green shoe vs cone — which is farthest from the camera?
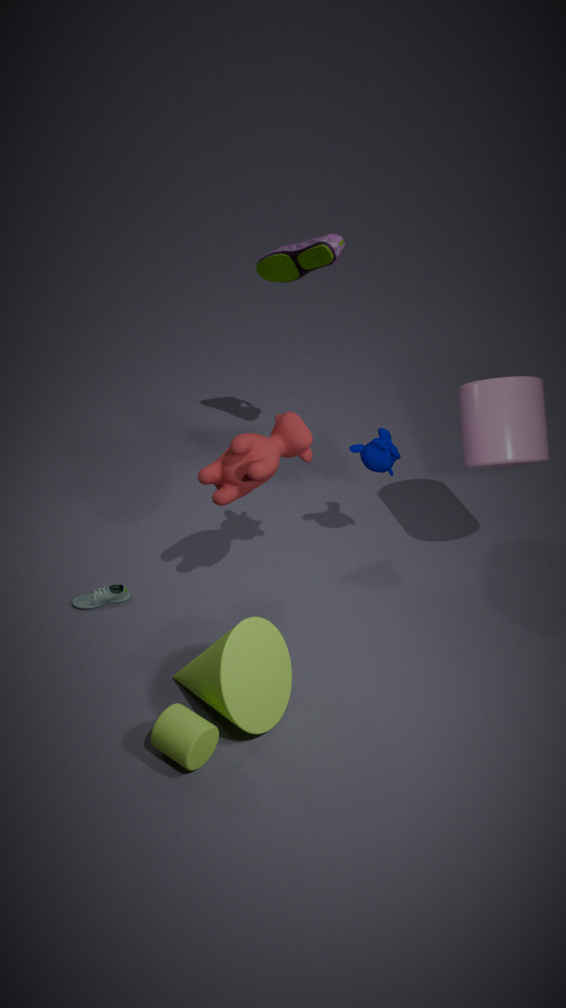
green shoe
